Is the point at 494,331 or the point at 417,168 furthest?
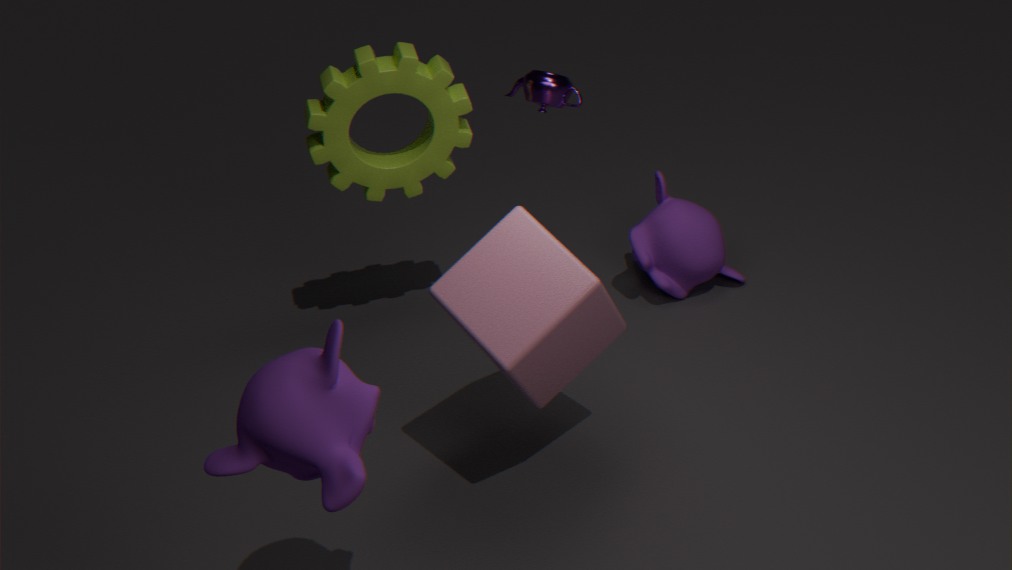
the point at 417,168
